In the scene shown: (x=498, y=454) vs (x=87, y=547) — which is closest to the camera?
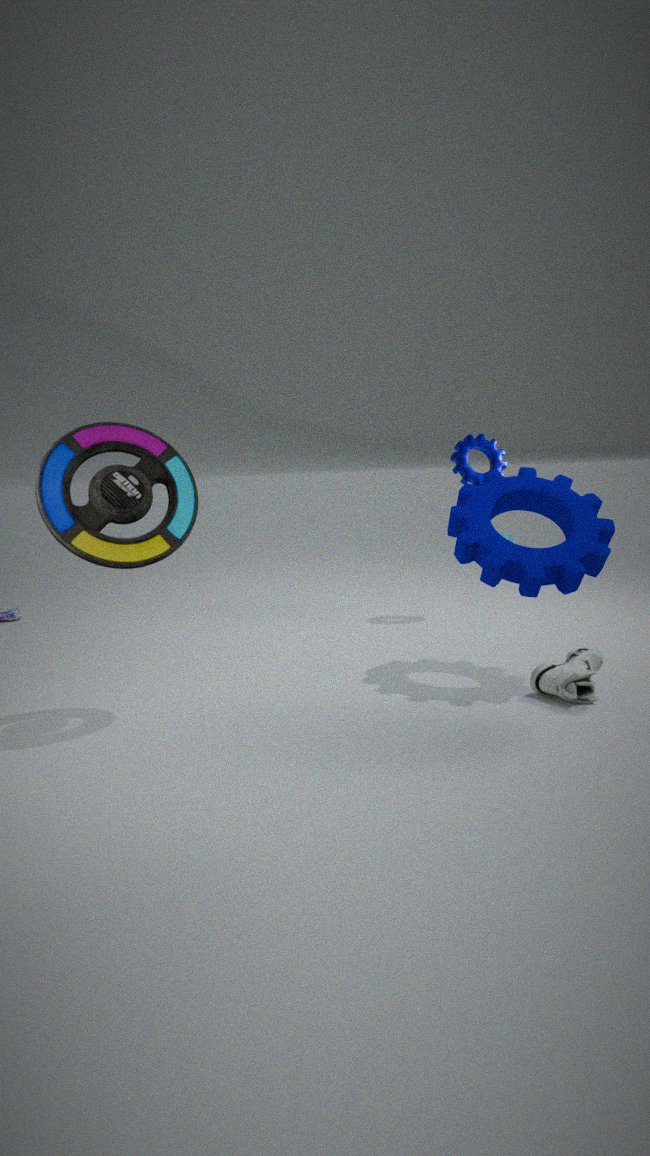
(x=87, y=547)
